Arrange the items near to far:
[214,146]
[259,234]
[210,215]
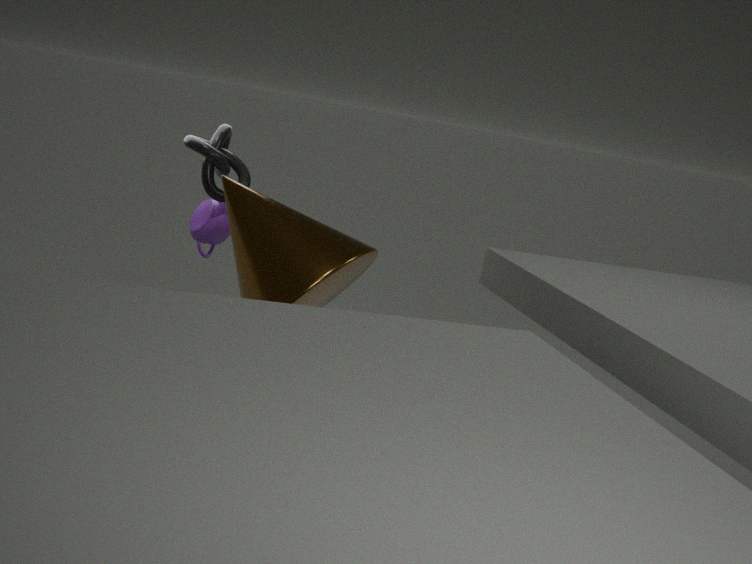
[259,234], [214,146], [210,215]
